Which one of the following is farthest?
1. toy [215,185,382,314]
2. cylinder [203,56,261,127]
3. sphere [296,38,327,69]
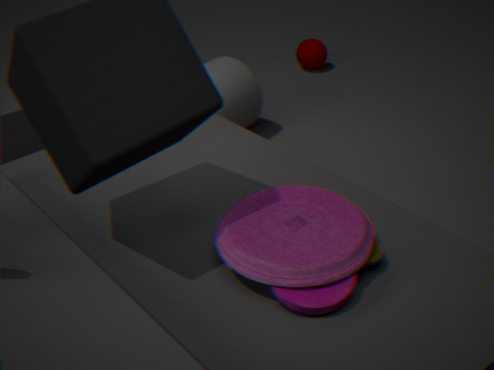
sphere [296,38,327,69]
